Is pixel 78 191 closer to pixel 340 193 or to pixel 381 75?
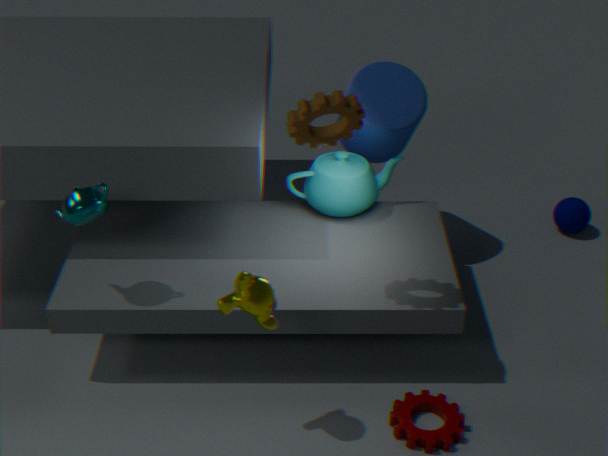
pixel 340 193
